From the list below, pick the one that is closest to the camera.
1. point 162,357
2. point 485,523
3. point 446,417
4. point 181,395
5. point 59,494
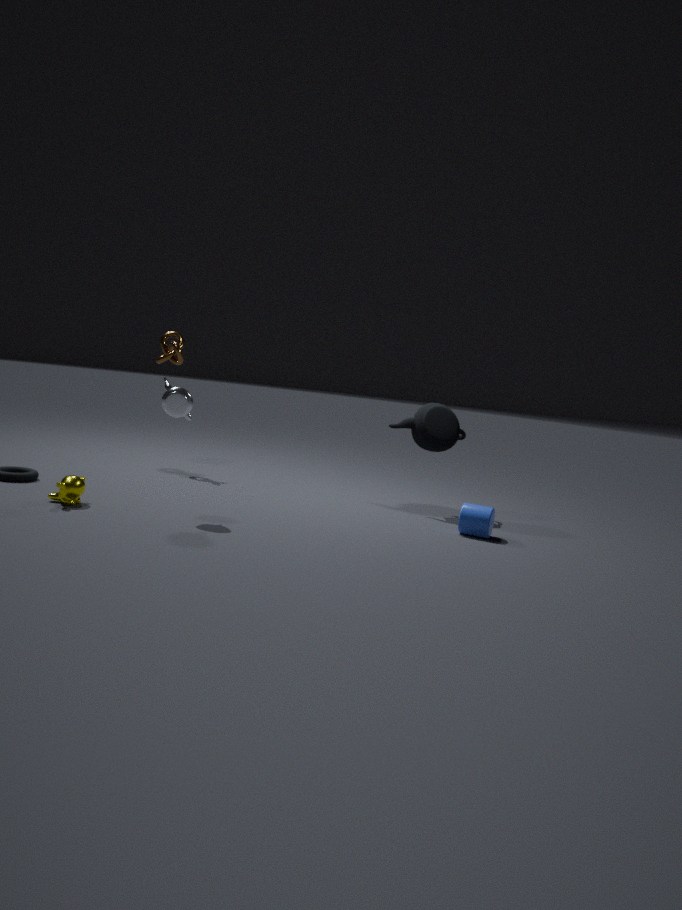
point 59,494
